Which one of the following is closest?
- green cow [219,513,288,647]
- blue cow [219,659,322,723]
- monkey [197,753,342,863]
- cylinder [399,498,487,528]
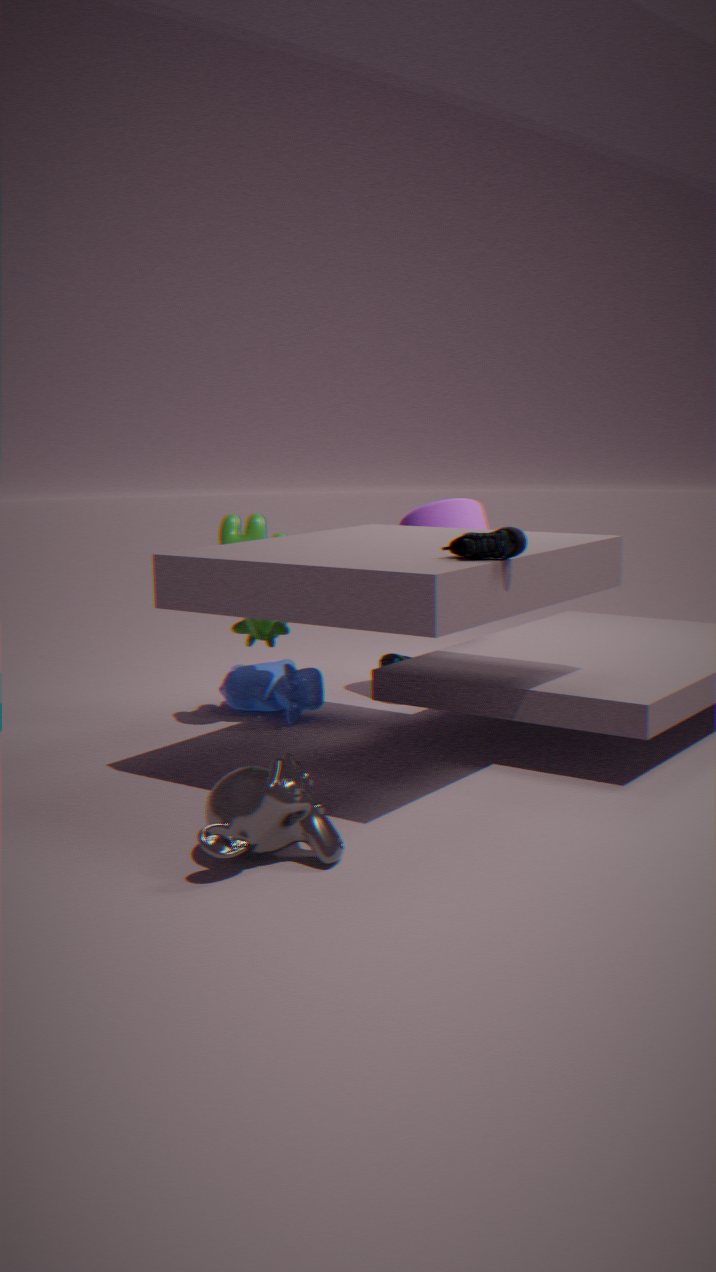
monkey [197,753,342,863]
